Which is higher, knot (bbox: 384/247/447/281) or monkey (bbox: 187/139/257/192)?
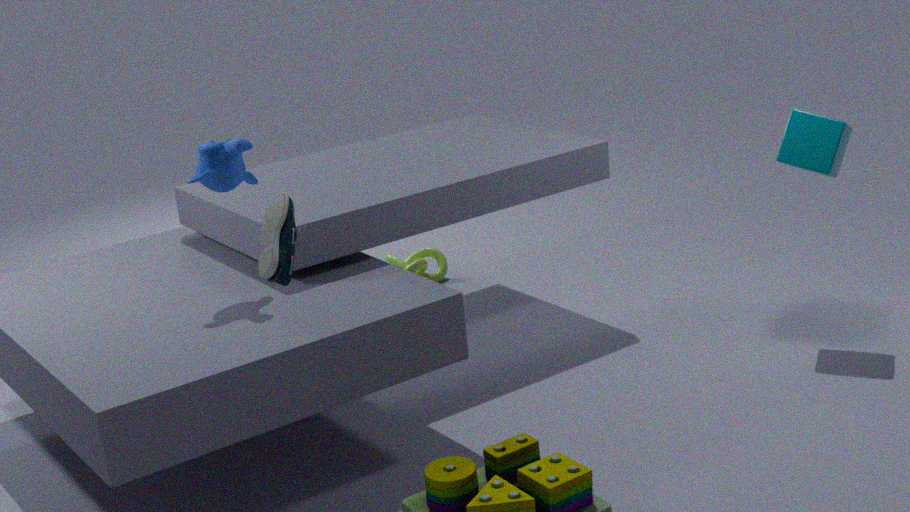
monkey (bbox: 187/139/257/192)
